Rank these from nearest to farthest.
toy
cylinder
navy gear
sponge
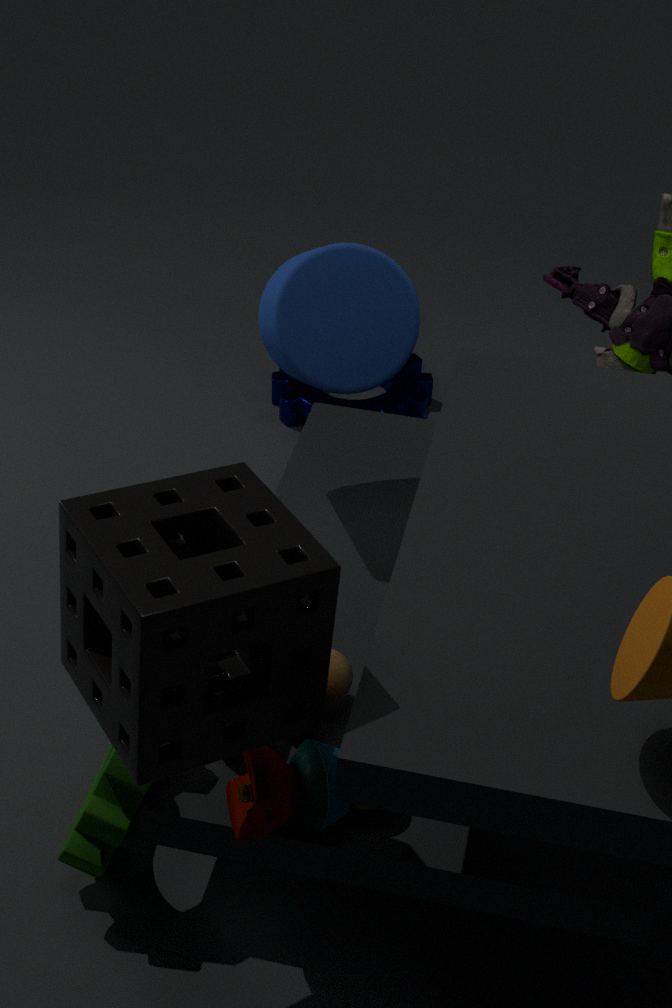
sponge, toy, cylinder, navy gear
